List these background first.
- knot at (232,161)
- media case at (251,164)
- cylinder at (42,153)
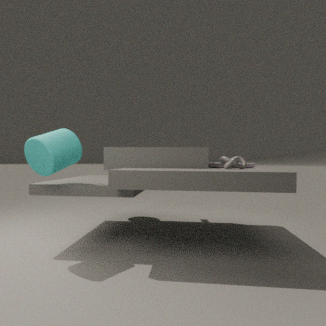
media case at (251,164) < knot at (232,161) < cylinder at (42,153)
